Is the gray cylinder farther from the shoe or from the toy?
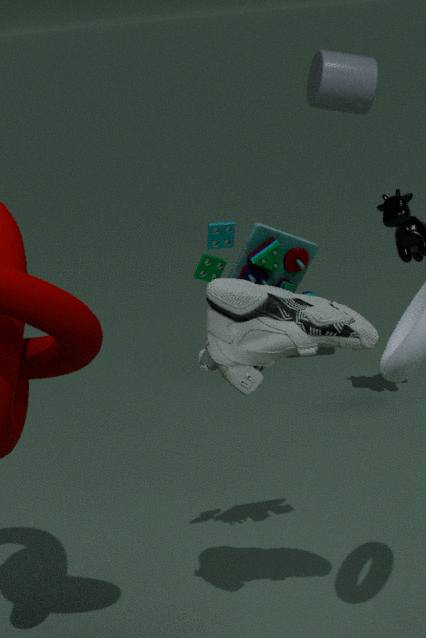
the shoe
